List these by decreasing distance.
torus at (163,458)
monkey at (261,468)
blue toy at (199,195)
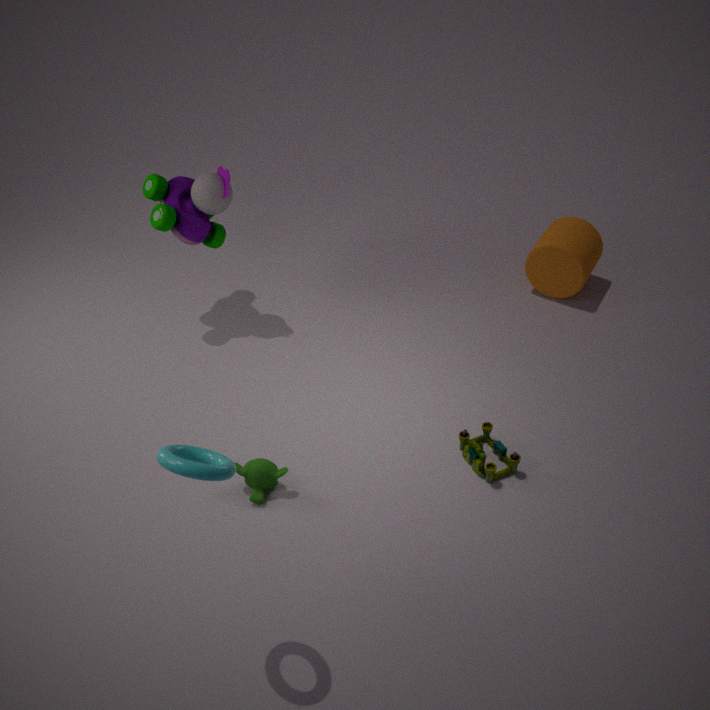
blue toy at (199,195) < monkey at (261,468) < torus at (163,458)
